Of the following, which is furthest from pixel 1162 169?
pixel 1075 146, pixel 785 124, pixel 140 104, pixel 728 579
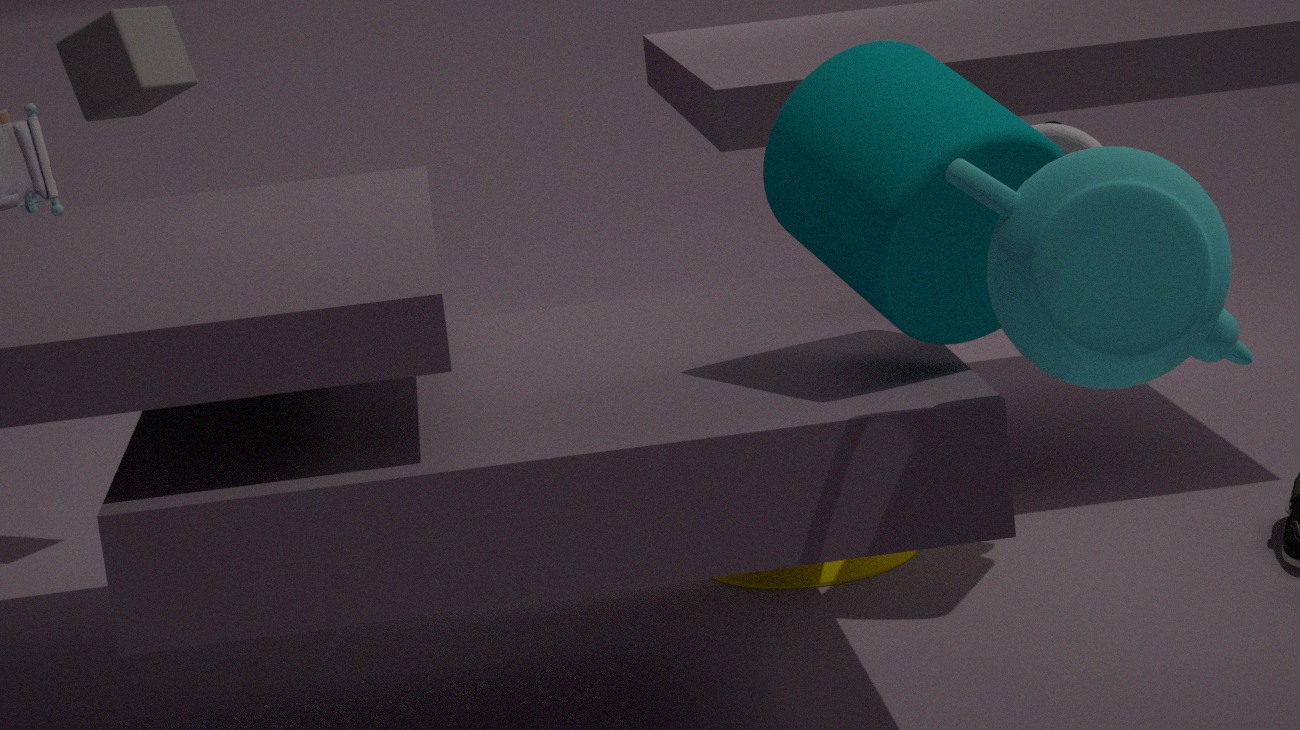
pixel 140 104
